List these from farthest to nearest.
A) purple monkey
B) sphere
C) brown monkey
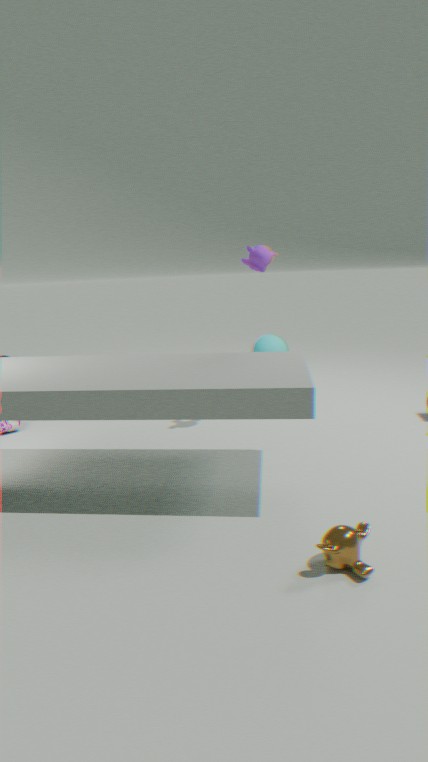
sphere
purple monkey
brown monkey
